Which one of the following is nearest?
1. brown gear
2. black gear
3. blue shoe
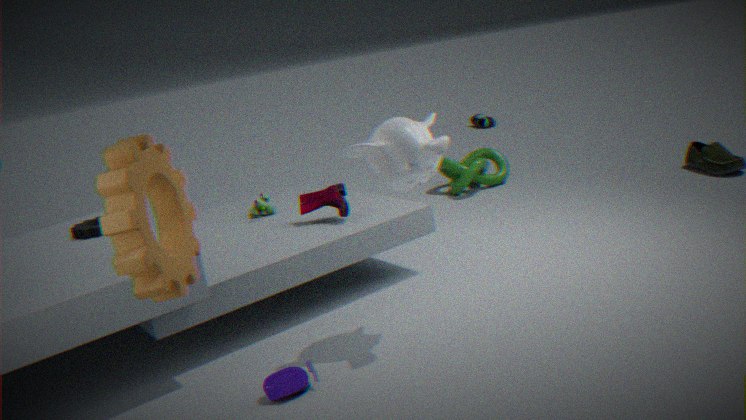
brown gear
